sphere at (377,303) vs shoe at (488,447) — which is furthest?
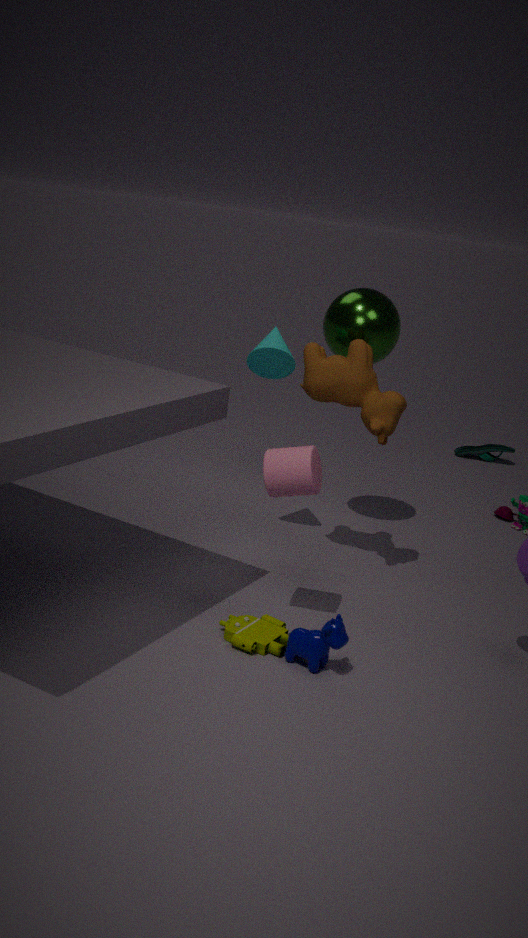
shoe at (488,447)
